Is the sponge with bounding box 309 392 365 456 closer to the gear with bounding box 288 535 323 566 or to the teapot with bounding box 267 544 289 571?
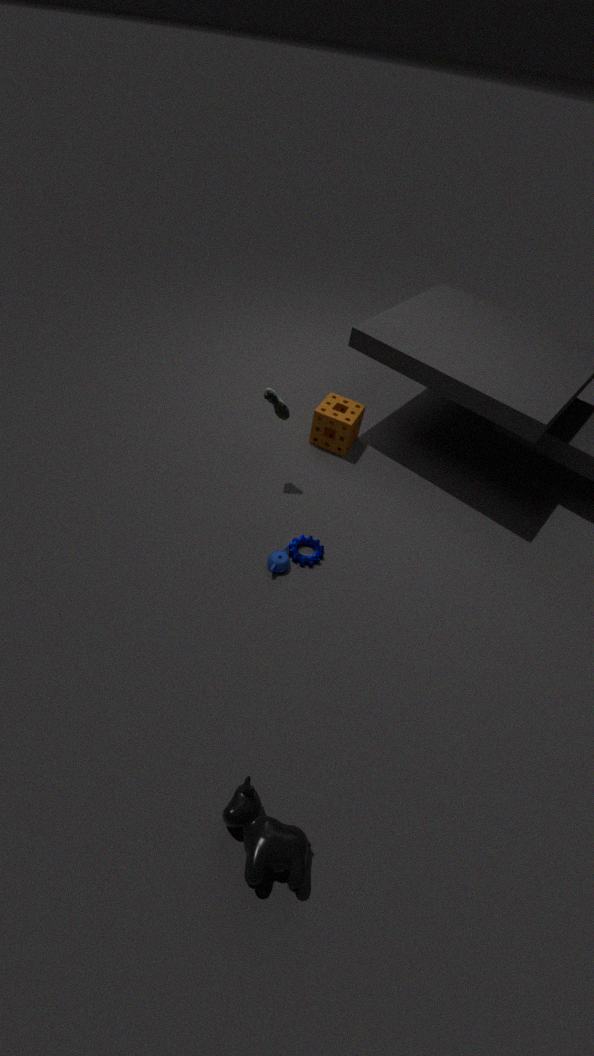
the gear with bounding box 288 535 323 566
